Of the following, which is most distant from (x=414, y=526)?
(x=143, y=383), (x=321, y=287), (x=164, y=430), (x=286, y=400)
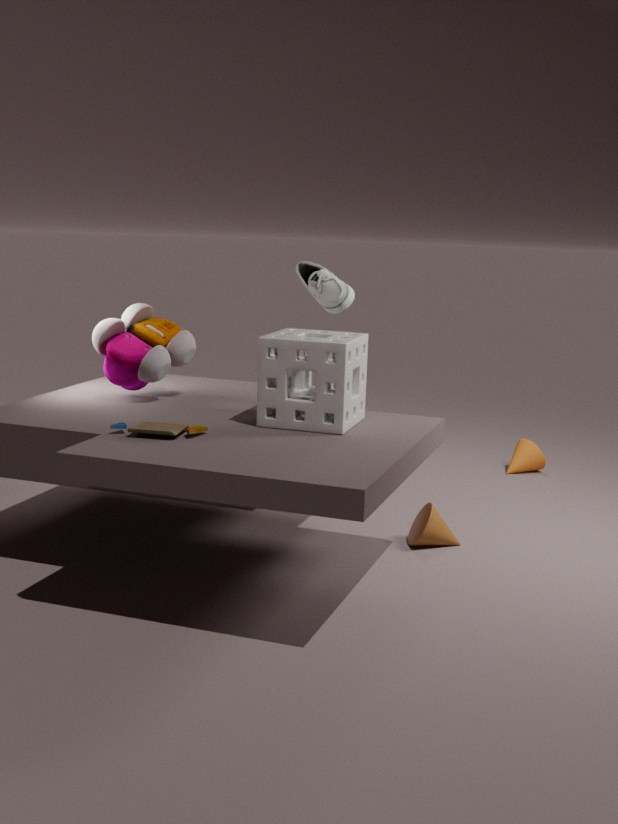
(x=143, y=383)
